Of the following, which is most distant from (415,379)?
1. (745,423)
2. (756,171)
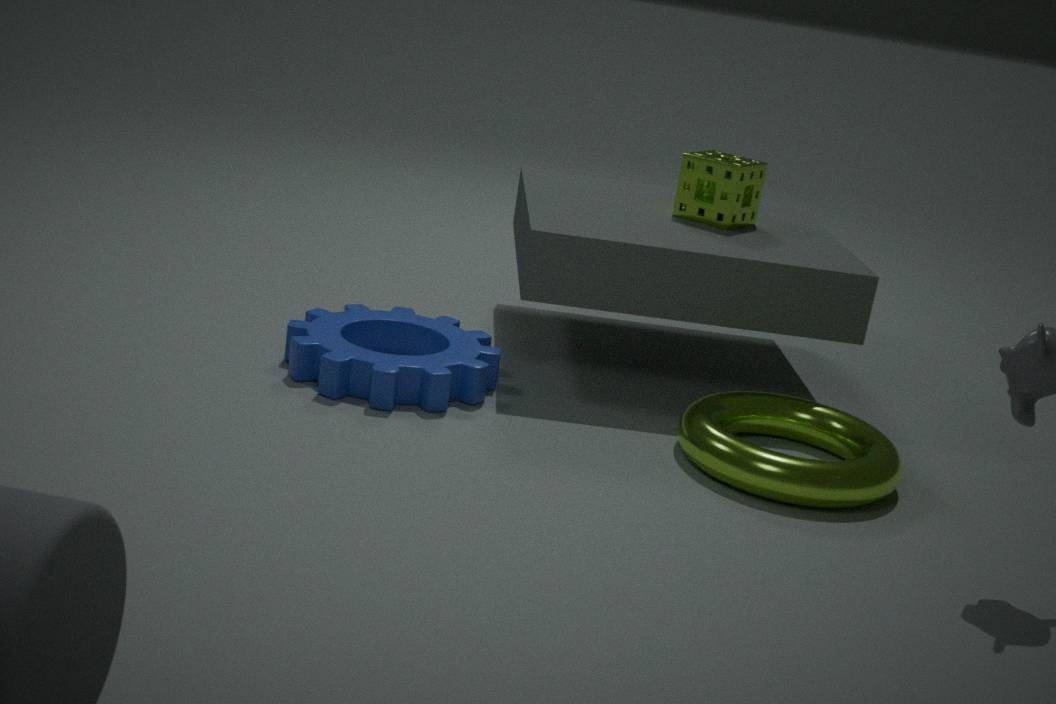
(756,171)
